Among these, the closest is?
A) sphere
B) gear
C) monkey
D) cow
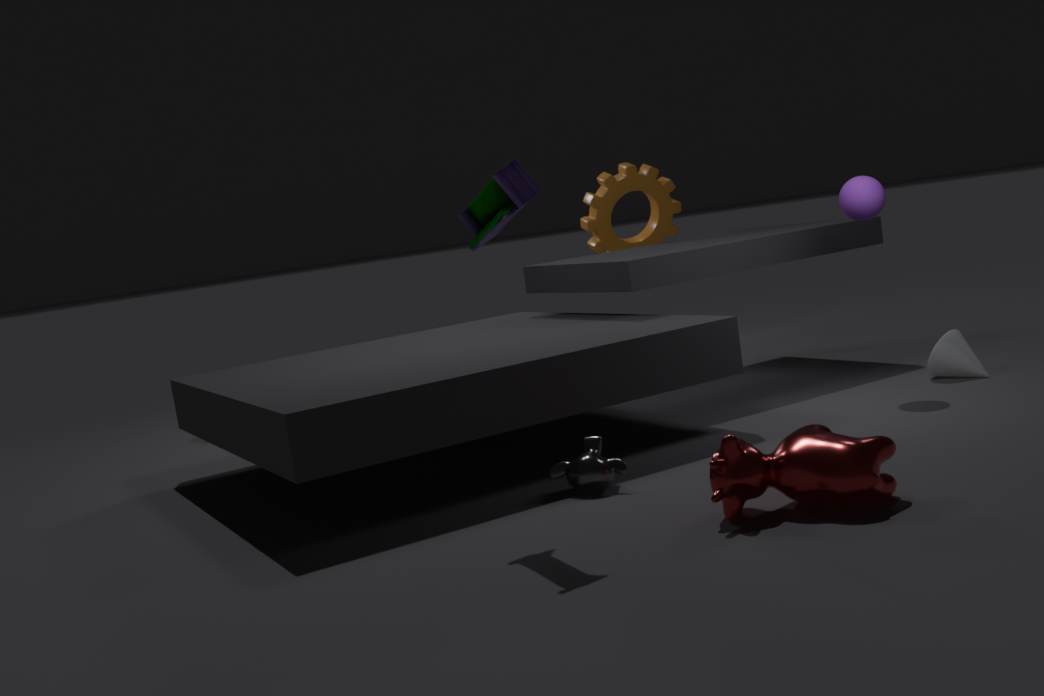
cow
